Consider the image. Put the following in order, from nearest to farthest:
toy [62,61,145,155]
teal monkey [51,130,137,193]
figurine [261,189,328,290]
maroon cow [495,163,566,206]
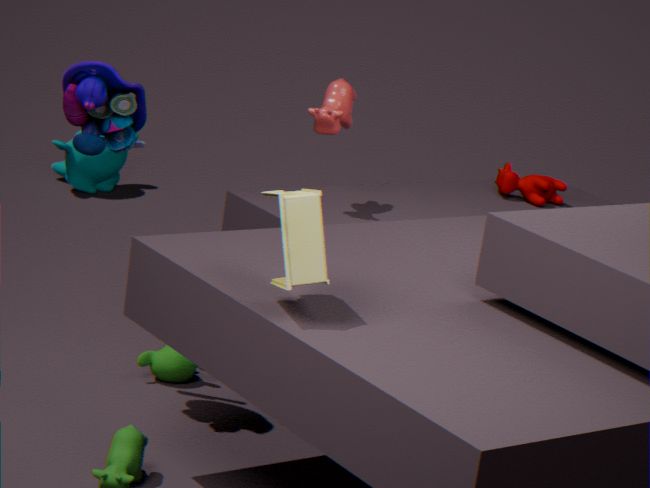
figurine [261,189,328,290] → toy [62,61,145,155] → maroon cow [495,163,566,206] → teal monkey [51,130,137,193]
